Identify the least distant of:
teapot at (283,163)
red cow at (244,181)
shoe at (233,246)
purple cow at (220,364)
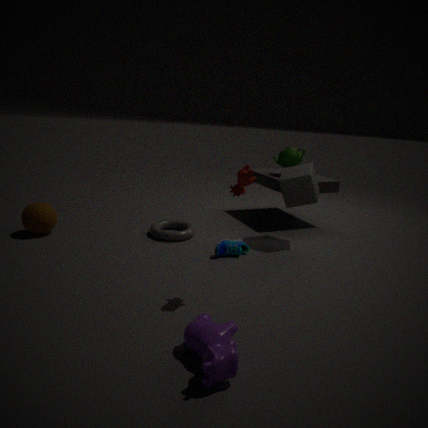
purple cow at (220,364)
